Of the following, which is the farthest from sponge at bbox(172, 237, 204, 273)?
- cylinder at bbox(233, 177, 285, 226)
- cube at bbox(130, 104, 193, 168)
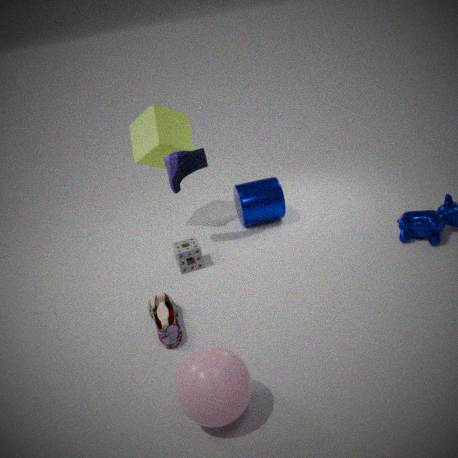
cube at bbox(130, 104, 193, 168)
